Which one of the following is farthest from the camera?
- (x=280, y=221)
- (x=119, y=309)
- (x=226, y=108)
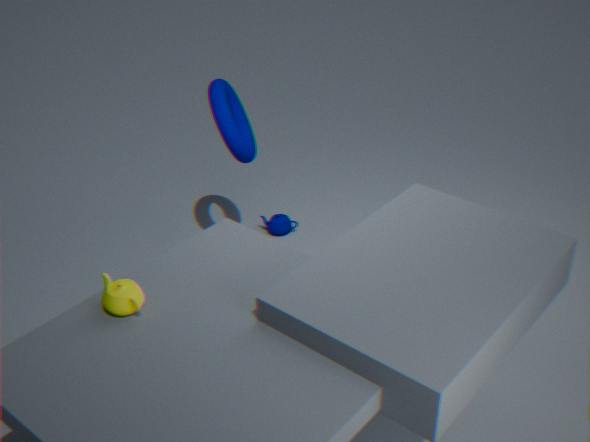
(x=280, y=221)
